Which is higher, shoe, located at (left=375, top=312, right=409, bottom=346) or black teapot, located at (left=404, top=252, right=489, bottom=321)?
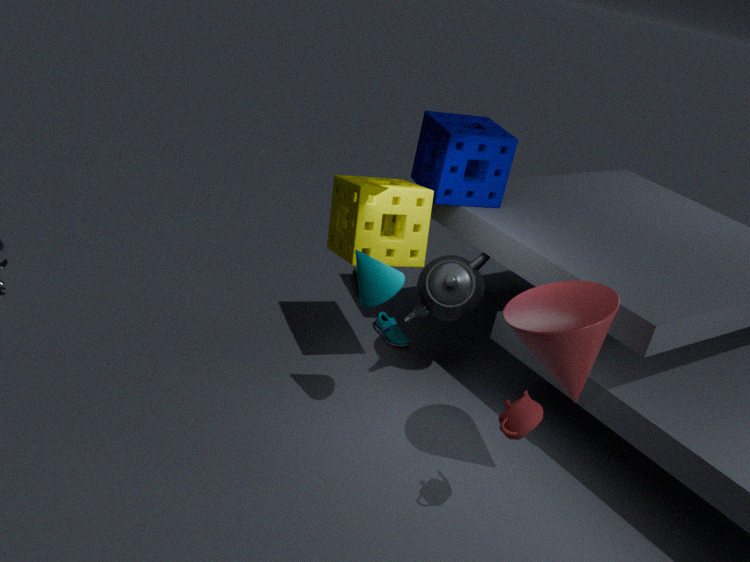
black teapot, located at (left=404, top=252, right=489, bottom=321)
